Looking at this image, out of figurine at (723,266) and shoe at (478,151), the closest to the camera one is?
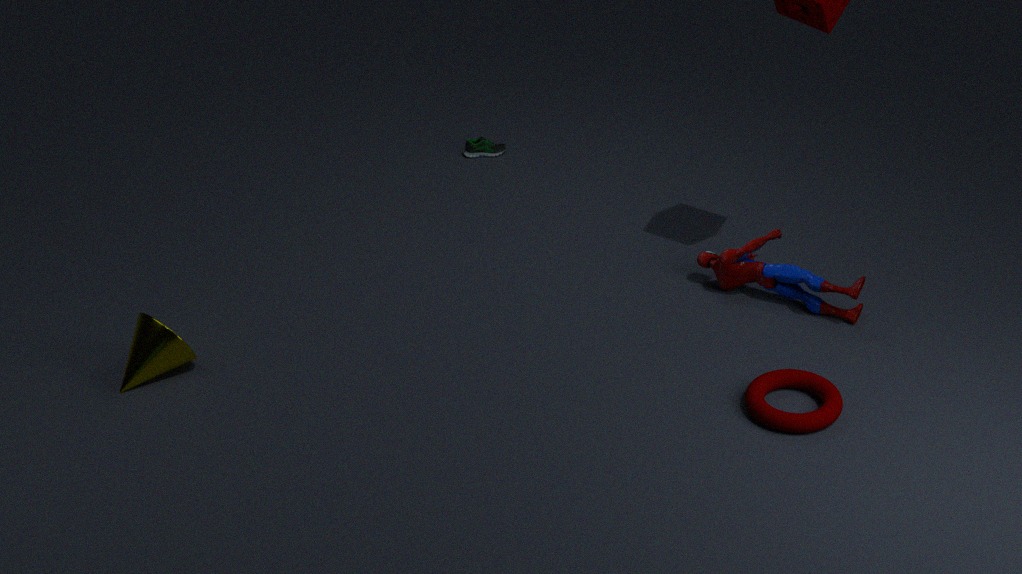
figurine at (723,266)
